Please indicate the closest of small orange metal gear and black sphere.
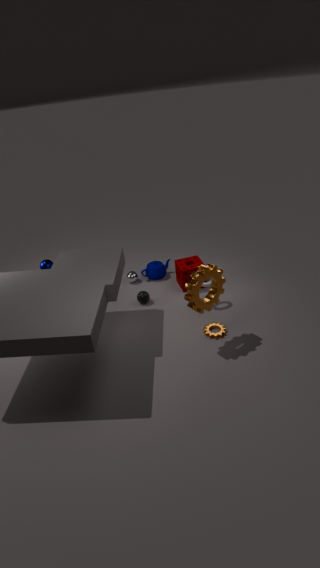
small orange metal gear
